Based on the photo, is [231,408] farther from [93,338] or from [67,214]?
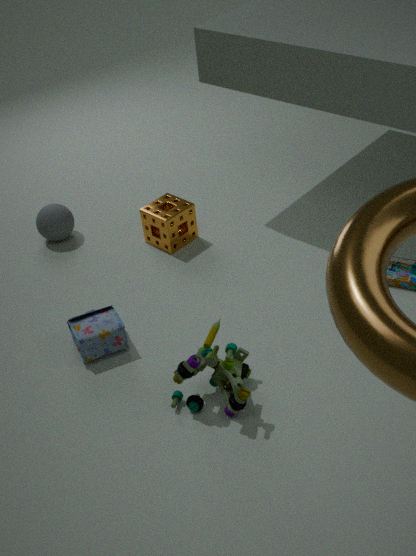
[67,214]
